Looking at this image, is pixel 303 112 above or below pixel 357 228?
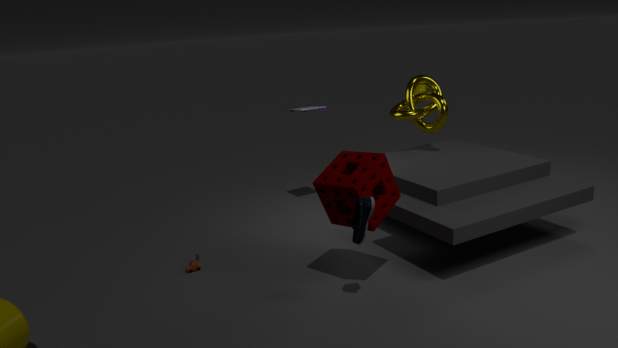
above
